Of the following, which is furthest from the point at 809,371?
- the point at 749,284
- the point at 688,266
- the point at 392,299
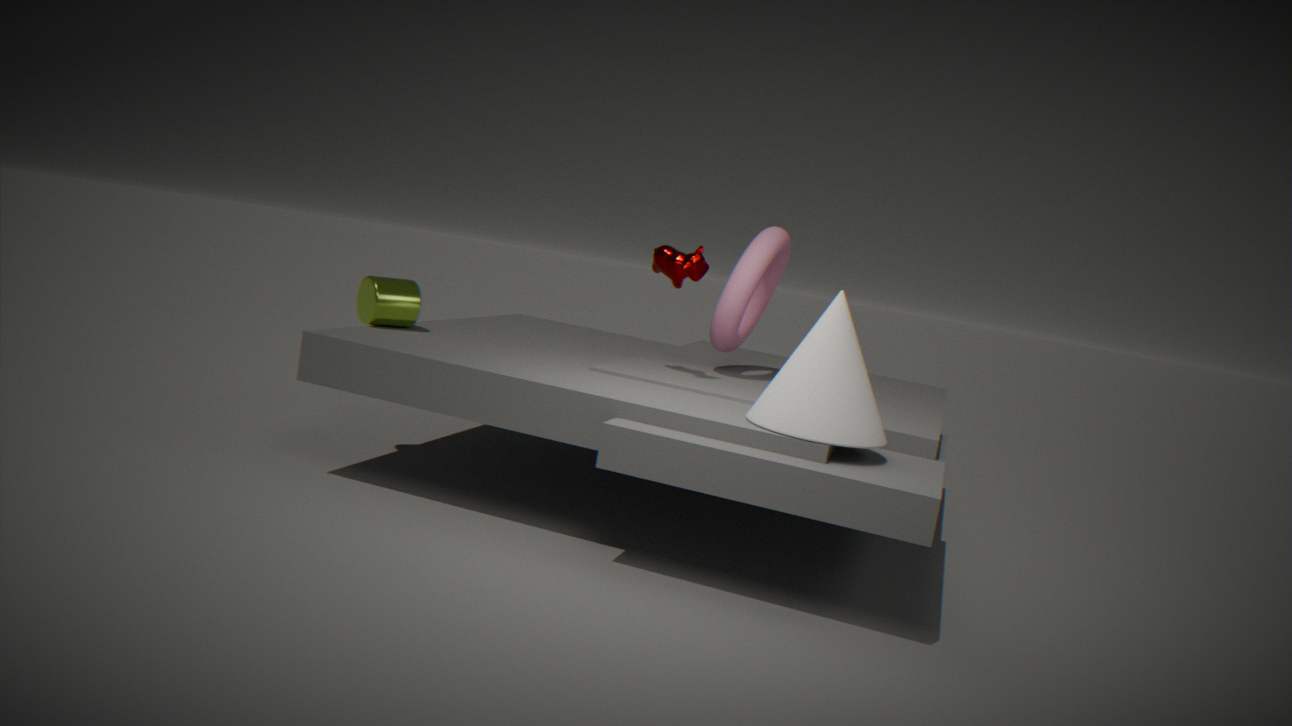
the point at 392,299
